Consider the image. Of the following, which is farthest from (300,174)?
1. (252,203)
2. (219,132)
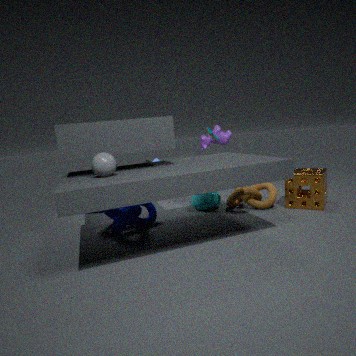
(219,132)
